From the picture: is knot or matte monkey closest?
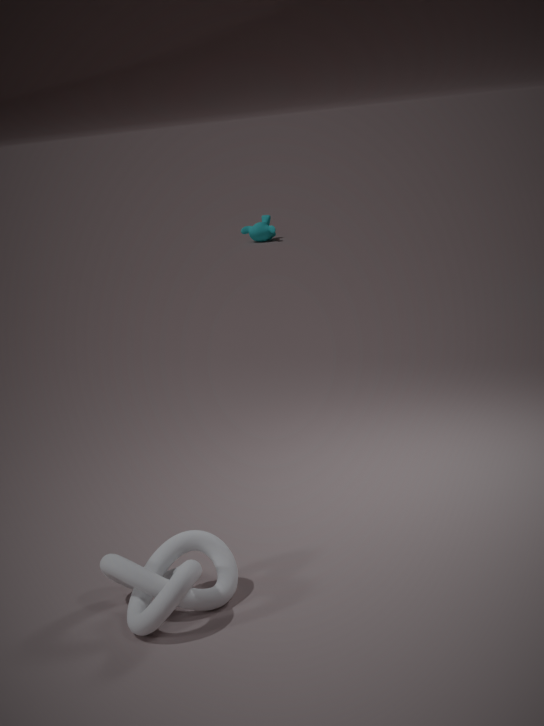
knot
